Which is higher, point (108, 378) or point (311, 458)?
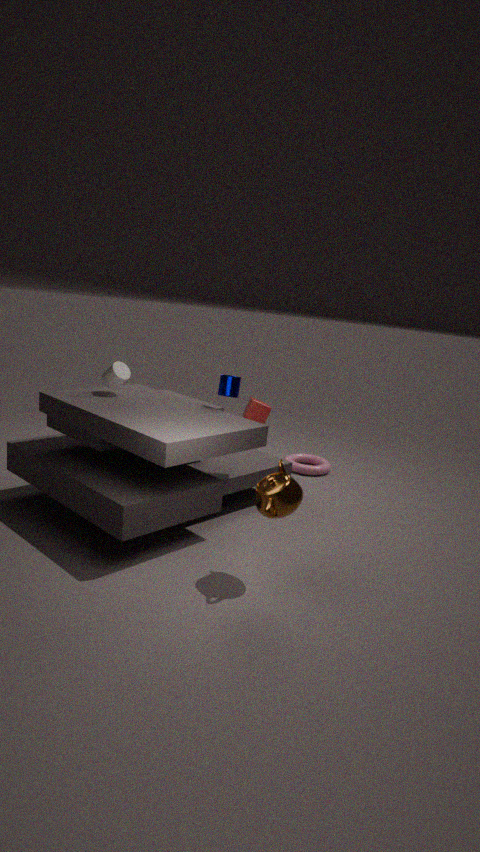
point (108, 378)
